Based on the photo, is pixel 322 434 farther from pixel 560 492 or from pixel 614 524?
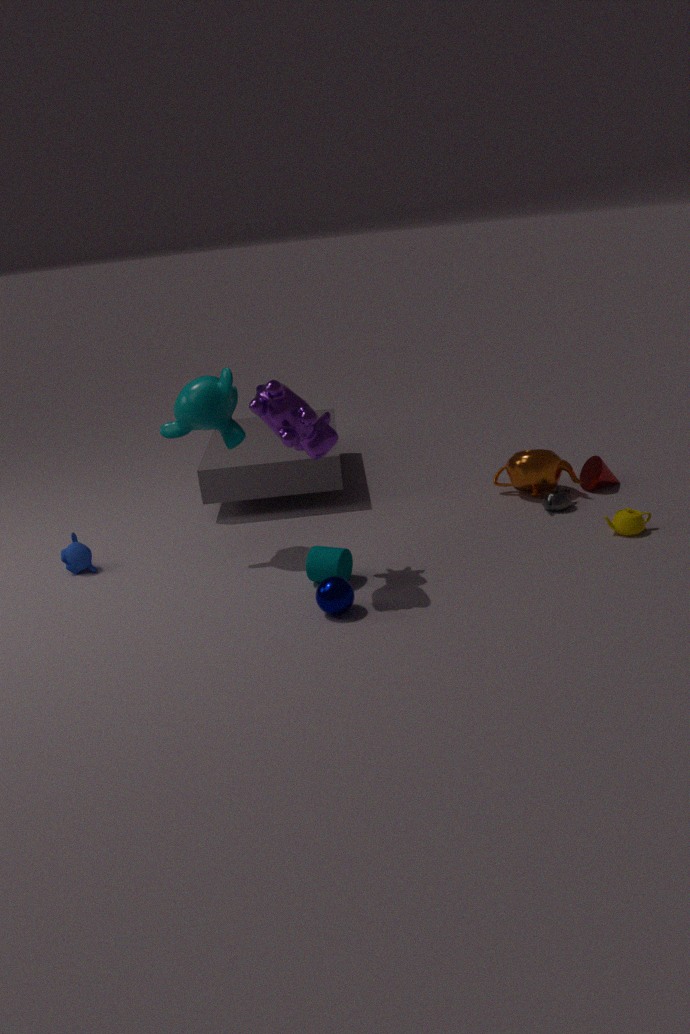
pixel 614 524
